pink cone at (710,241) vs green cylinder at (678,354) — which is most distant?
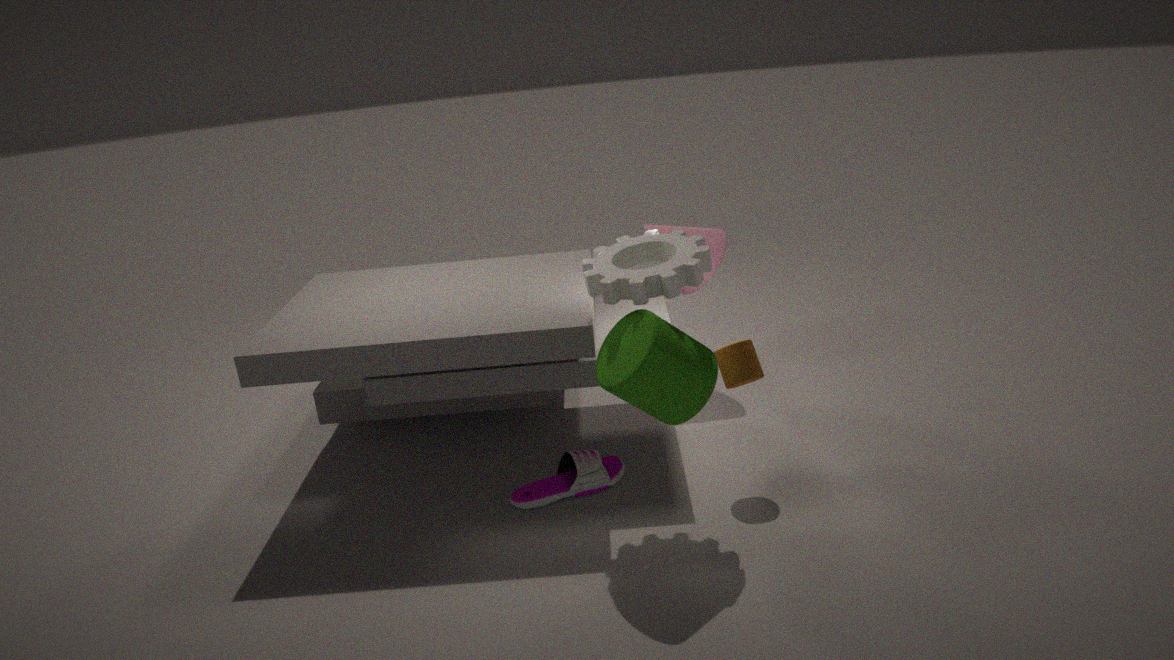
pink cone at (710,241)
